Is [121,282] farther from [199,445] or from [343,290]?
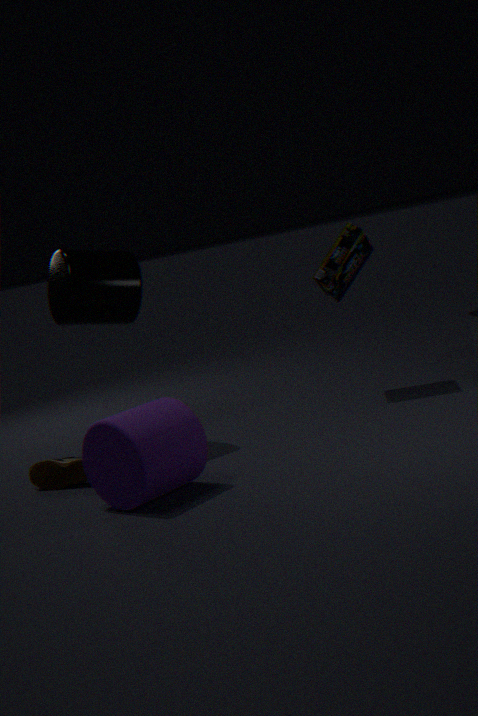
[343,290]
